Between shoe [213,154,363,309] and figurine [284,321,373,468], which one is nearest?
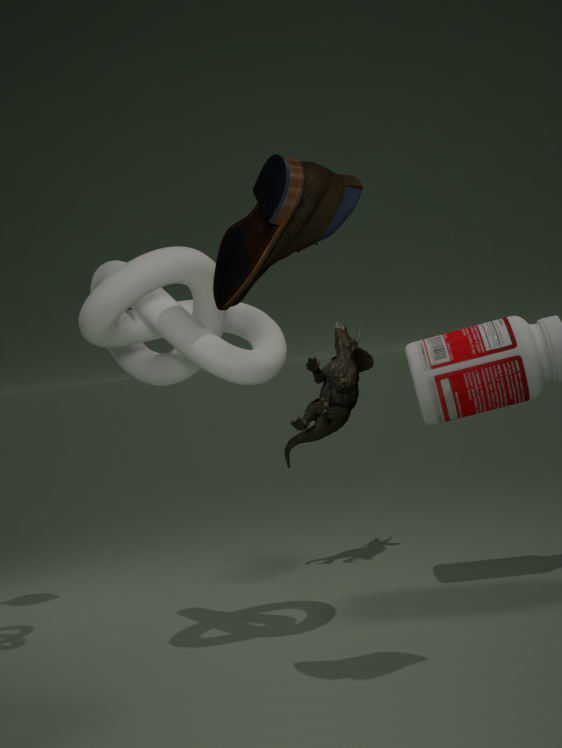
shoe [213,154,363,309]
